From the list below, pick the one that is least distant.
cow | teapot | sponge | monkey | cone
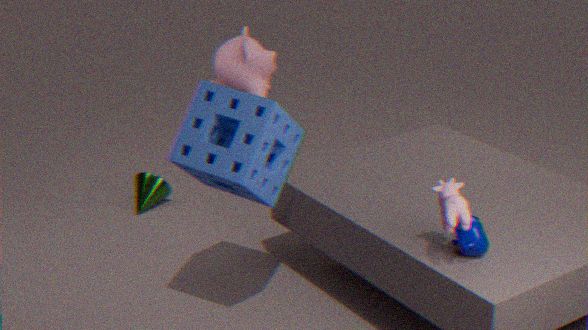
cow
